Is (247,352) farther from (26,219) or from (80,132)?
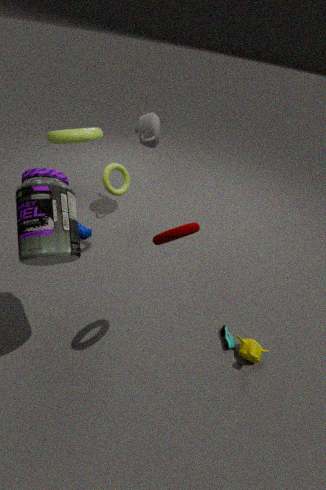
(80,132)
